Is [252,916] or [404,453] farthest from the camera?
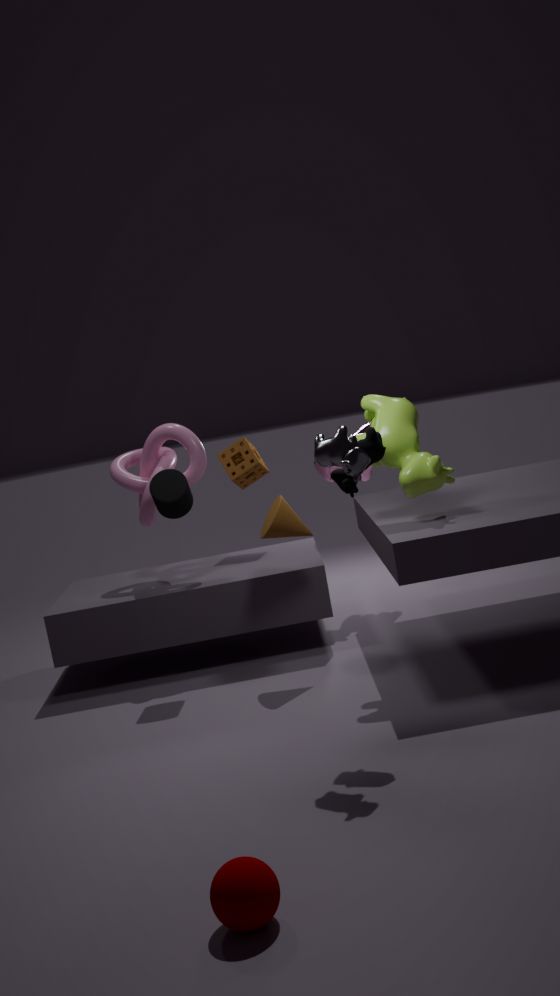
[404,453]
